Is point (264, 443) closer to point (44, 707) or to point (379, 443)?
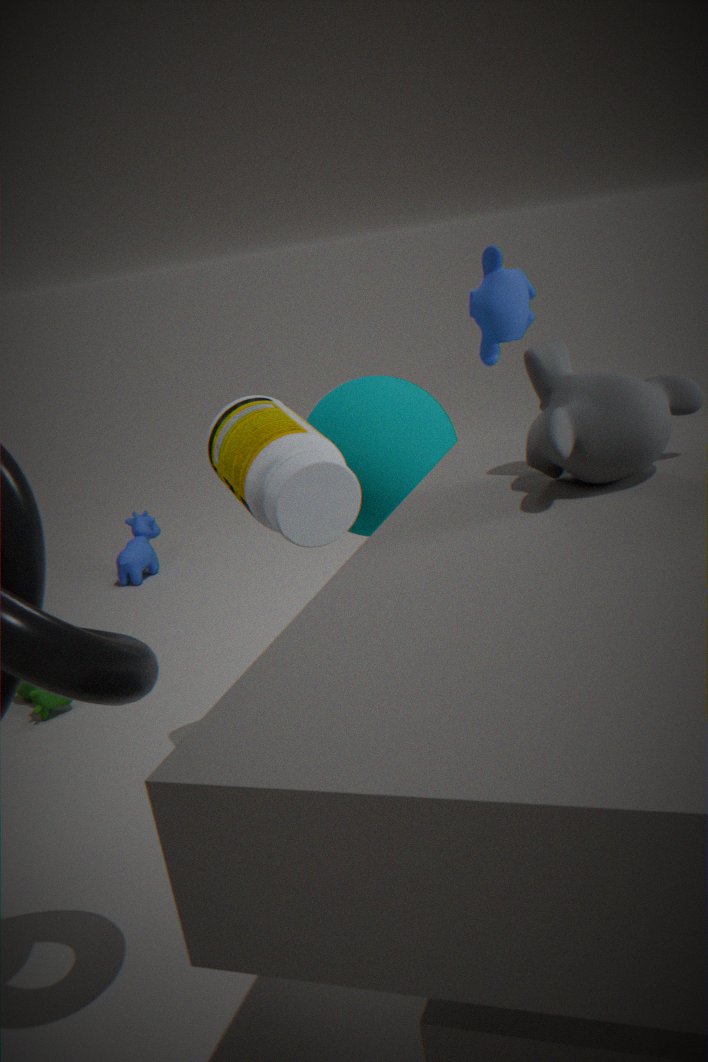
point (379, 443)
